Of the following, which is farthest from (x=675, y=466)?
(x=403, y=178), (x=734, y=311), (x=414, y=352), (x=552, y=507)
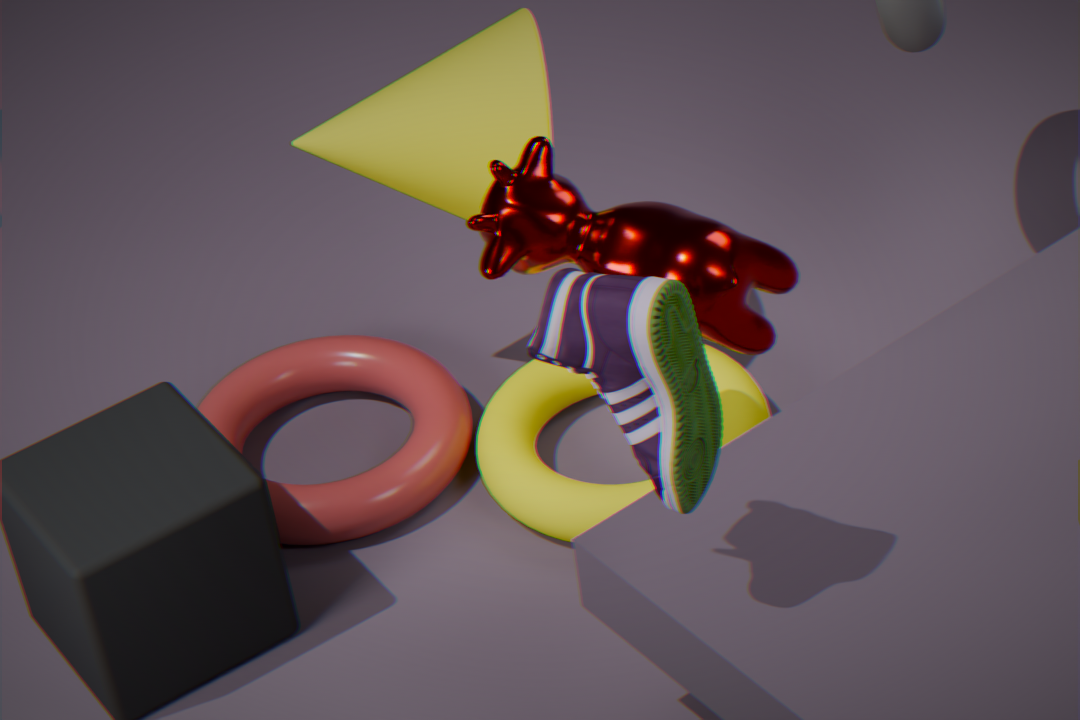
(x=414, y=352)
